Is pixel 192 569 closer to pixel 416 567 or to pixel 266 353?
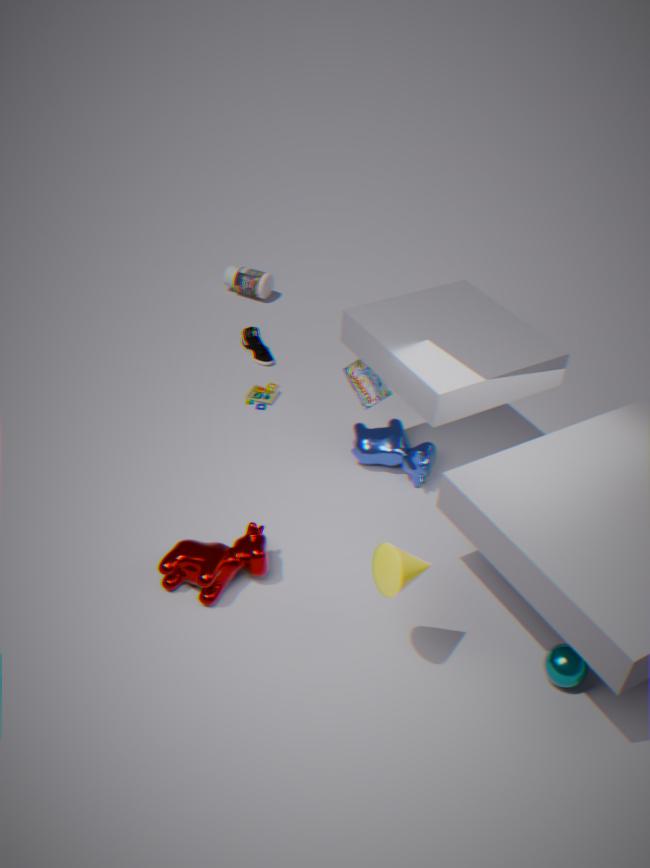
pixel 416 567
